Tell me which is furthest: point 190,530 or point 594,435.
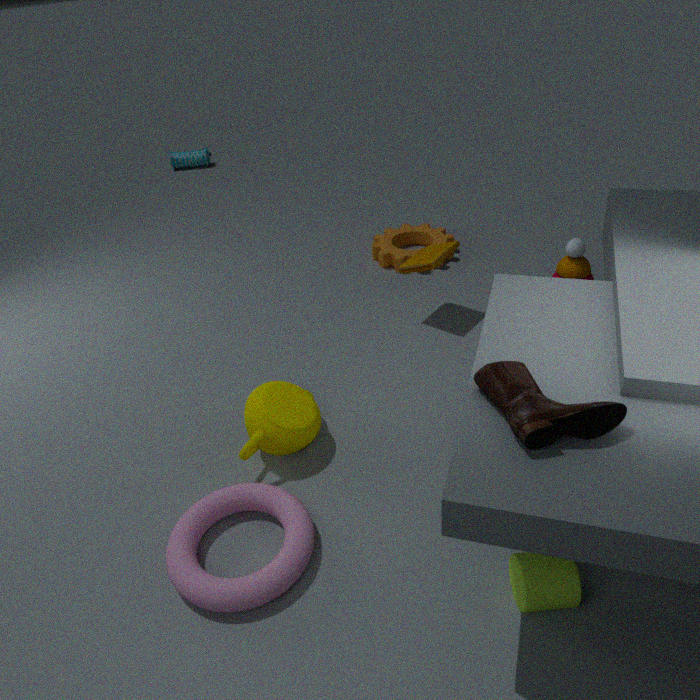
point 190,530
